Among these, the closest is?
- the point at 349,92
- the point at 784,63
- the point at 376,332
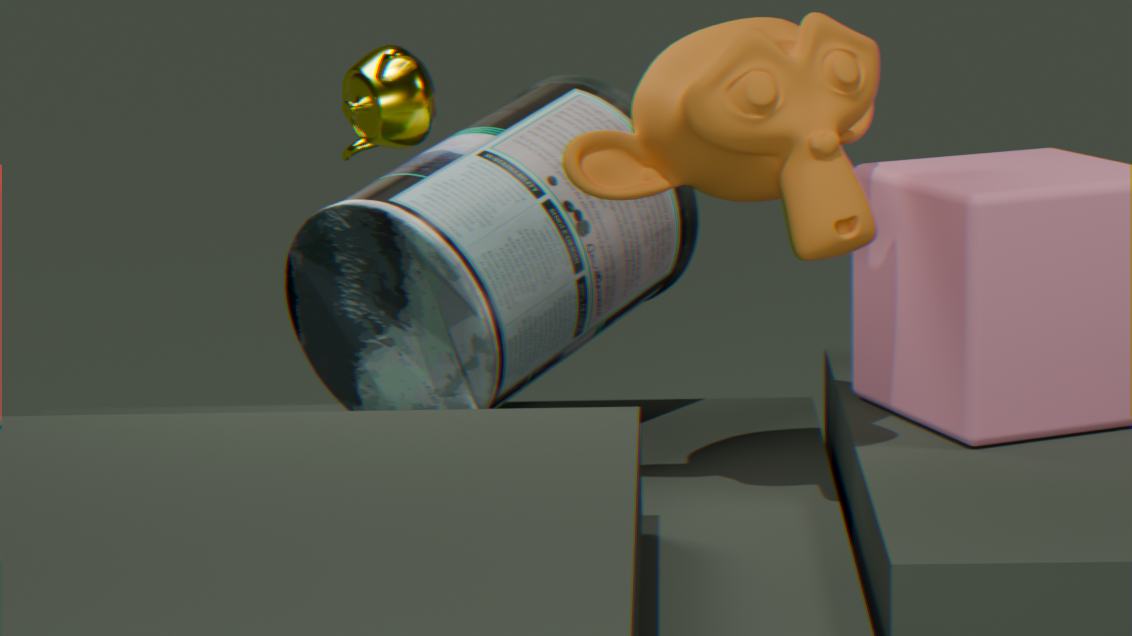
the point at 784,63
